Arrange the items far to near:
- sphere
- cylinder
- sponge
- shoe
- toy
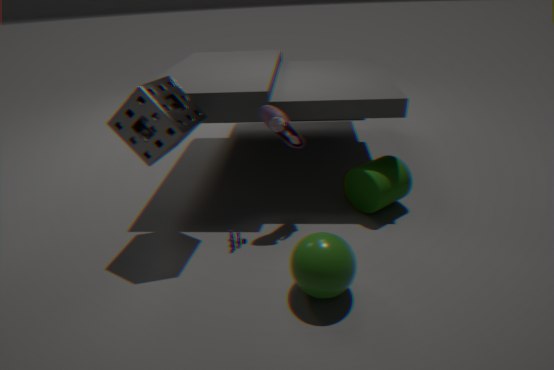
cylinder
toy
shoe
sponge
sphere
